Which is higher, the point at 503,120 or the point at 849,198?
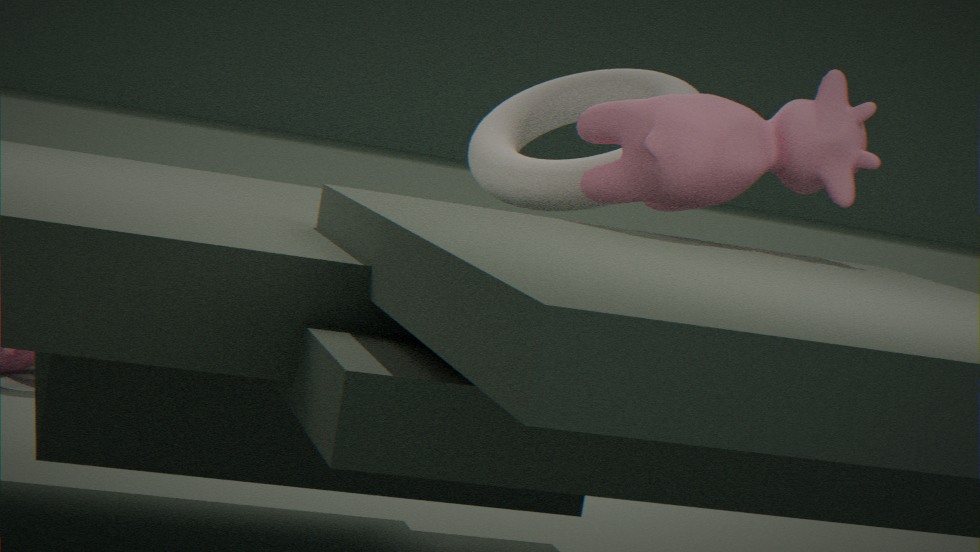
the point at 849,198
